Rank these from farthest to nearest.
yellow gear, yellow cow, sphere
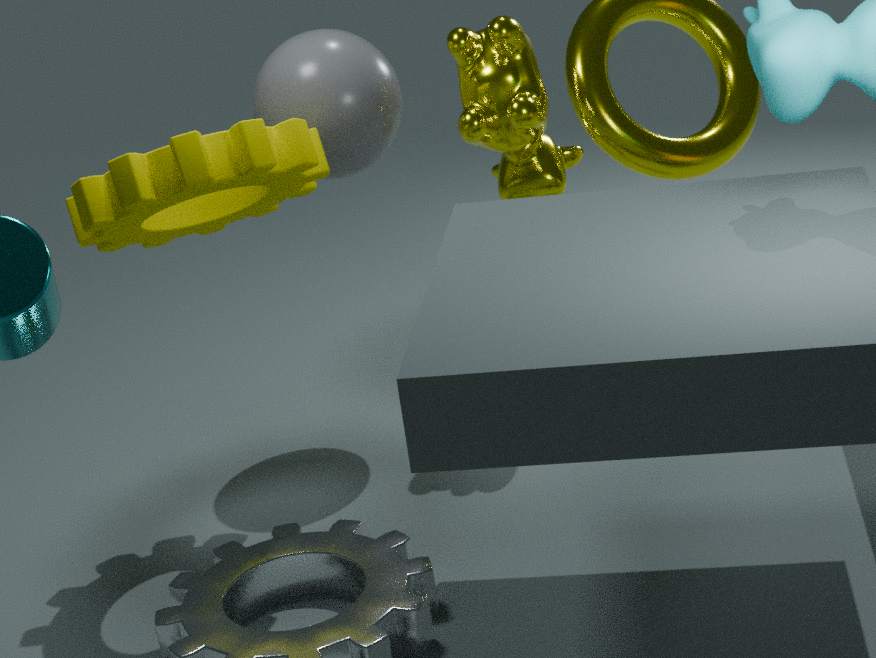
yellow cow, sphere, yellow gear
